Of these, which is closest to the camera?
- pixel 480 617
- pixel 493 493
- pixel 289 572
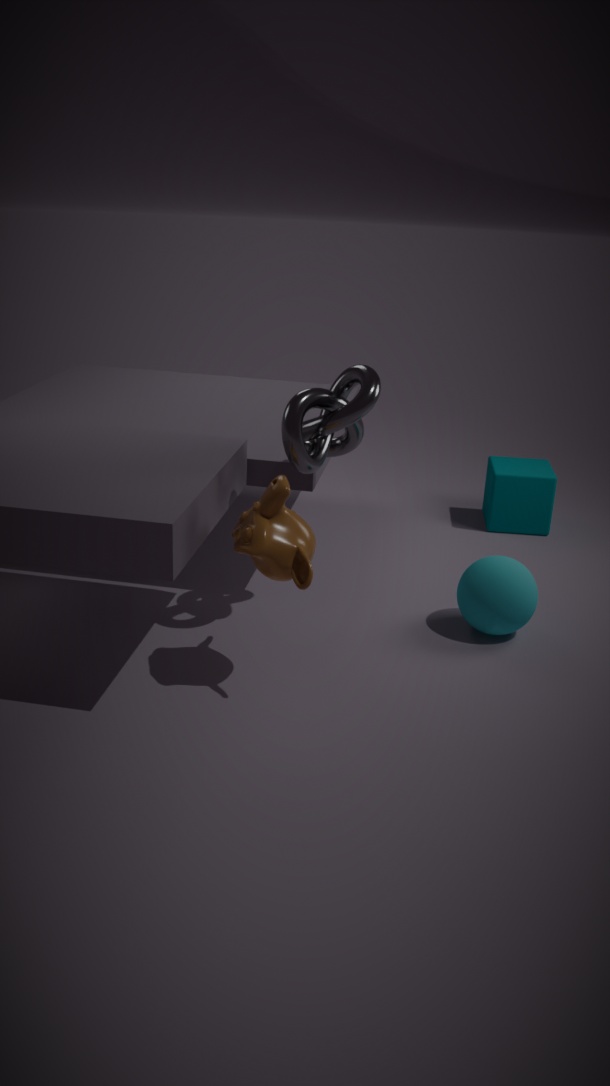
pixel 289 572
